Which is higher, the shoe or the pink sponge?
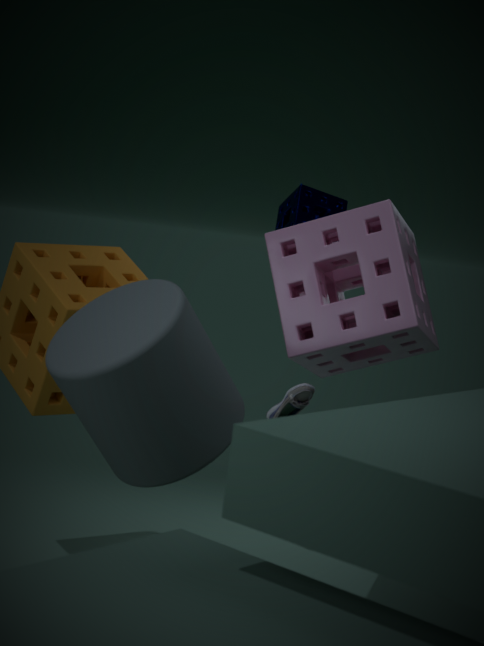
the pink sponge
